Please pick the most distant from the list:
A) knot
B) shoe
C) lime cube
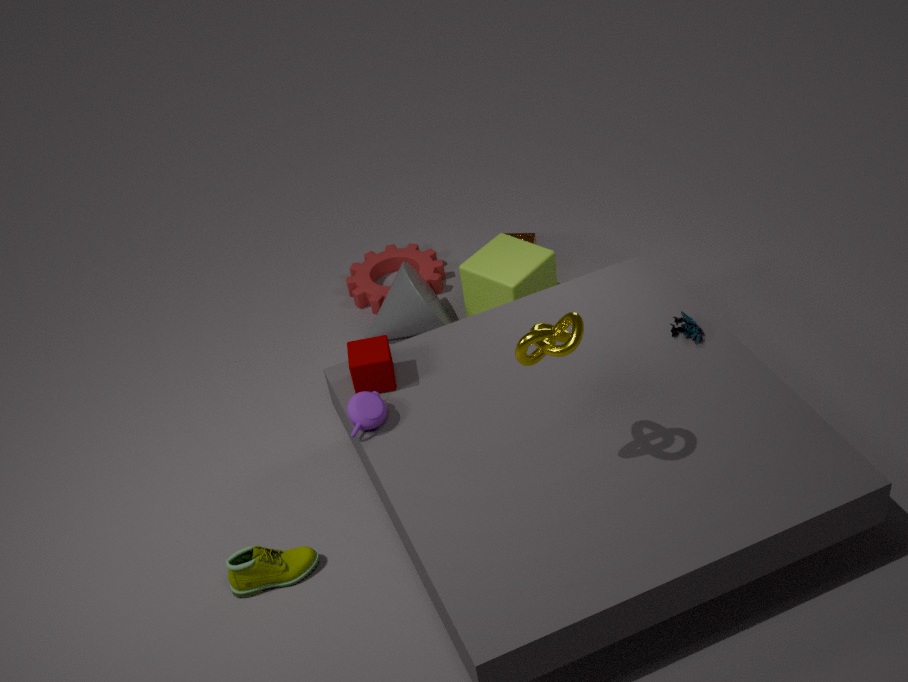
lime cube
